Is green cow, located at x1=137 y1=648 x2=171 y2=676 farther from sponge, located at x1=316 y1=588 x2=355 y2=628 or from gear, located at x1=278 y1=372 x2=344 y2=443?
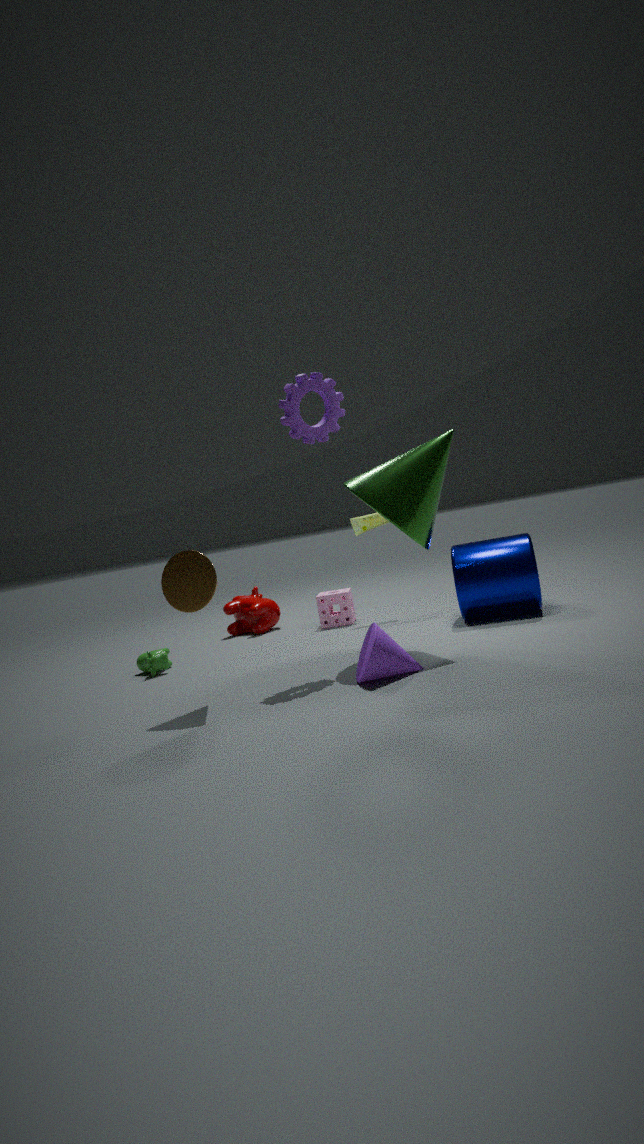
gear, located at x1=278 y1=372 x2=344 y2=443
